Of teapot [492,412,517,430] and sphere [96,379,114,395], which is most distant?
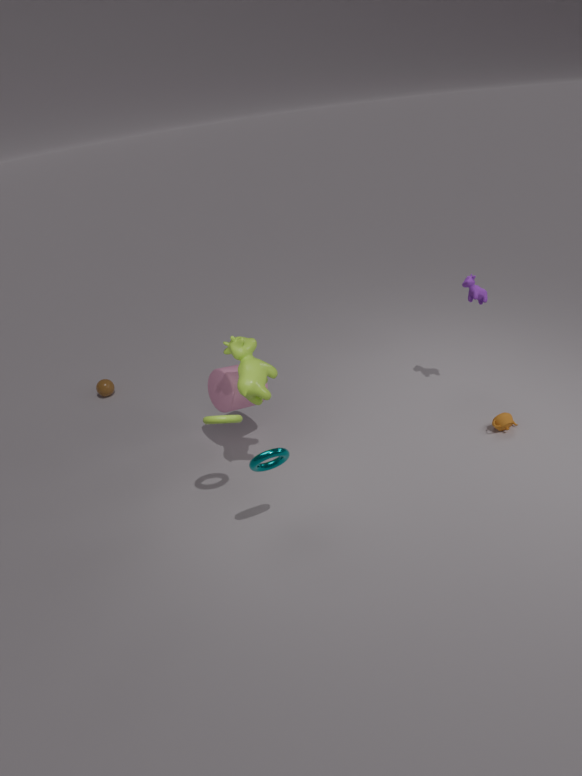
sphere [96,379,114,395]
